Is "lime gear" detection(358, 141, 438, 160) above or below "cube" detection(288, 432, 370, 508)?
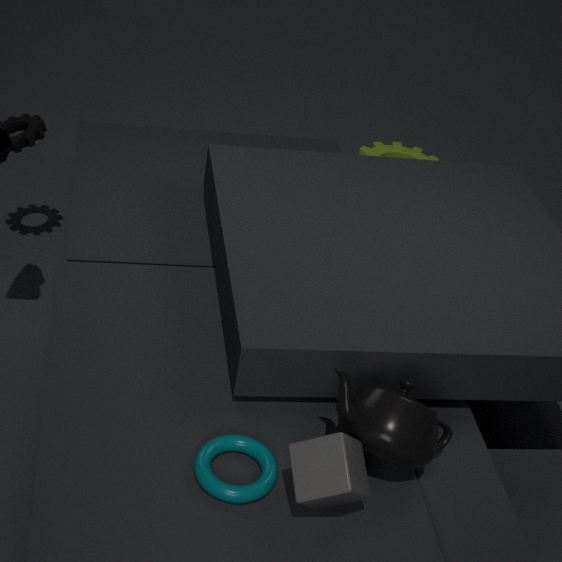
below
